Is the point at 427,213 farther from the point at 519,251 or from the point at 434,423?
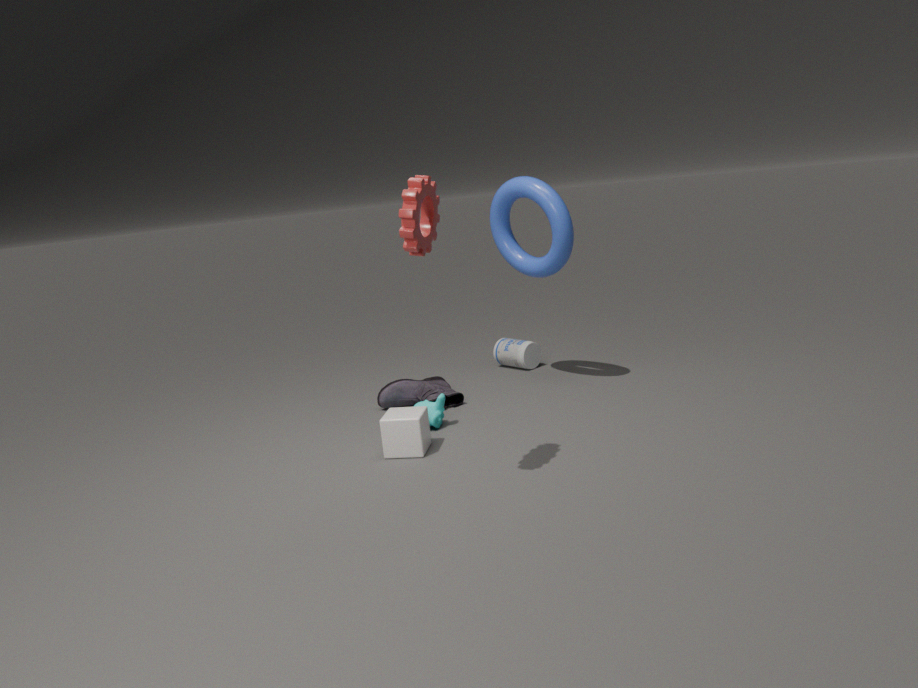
the point at 519,251
